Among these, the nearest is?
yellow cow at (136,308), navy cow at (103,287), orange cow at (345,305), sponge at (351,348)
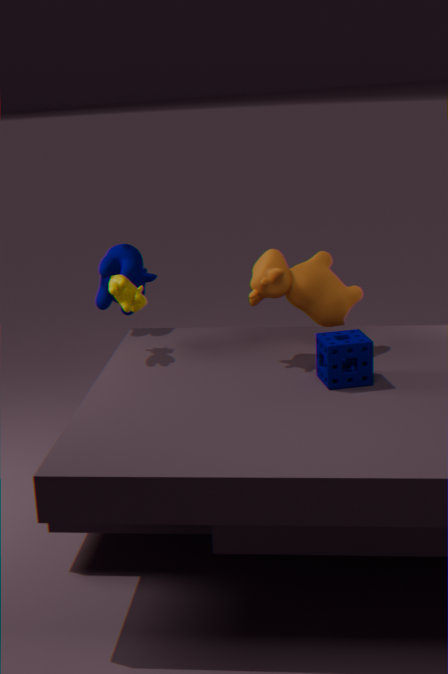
sponge at (351,348)
